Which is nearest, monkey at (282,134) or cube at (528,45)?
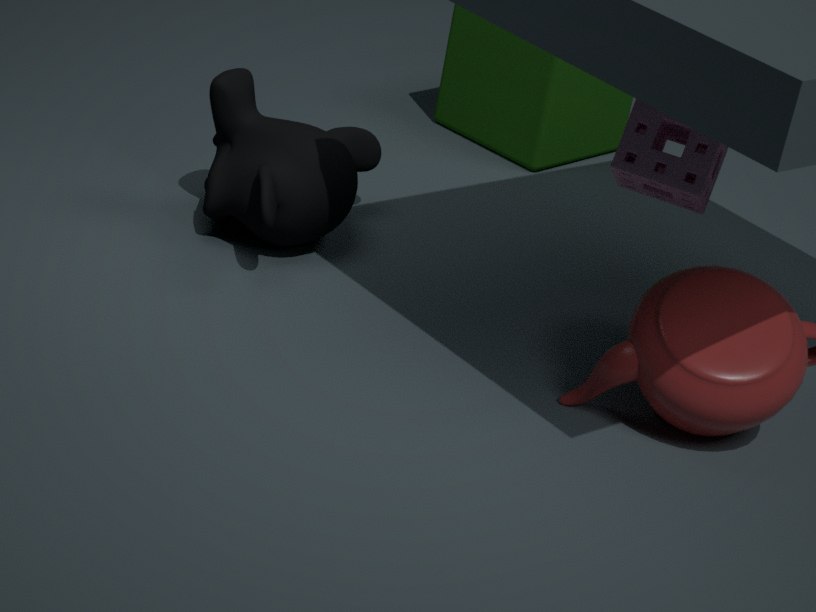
monkey at (282,134)
